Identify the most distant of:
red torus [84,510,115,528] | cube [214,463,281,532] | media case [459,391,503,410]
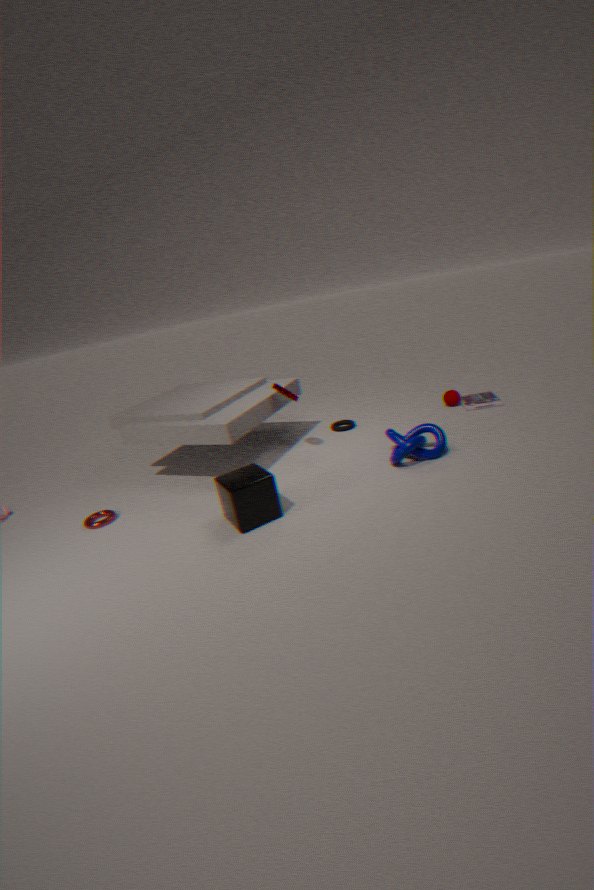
media case [459,391,503,410]
